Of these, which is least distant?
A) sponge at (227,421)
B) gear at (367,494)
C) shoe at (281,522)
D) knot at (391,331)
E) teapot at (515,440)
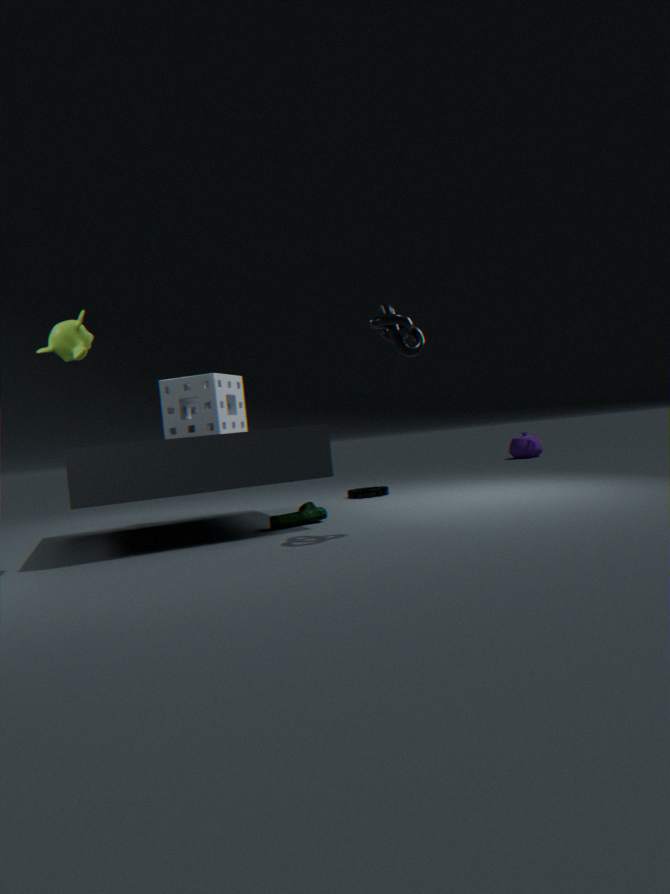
knot at (391,331)
